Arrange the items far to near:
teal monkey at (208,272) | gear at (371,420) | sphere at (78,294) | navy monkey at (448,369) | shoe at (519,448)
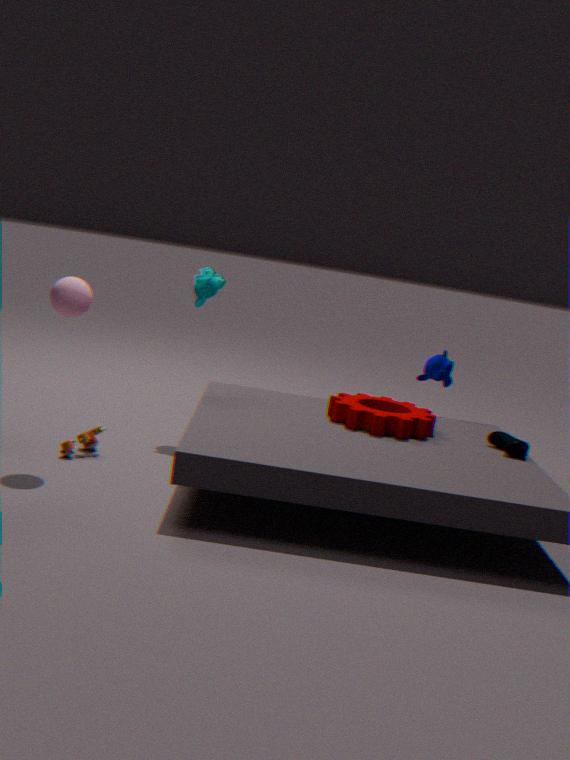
navy monkey at (448,369) < teal monkey at (208,272) < gear at (371,420) < shoe at (519,448) < sphere at (78,294)
